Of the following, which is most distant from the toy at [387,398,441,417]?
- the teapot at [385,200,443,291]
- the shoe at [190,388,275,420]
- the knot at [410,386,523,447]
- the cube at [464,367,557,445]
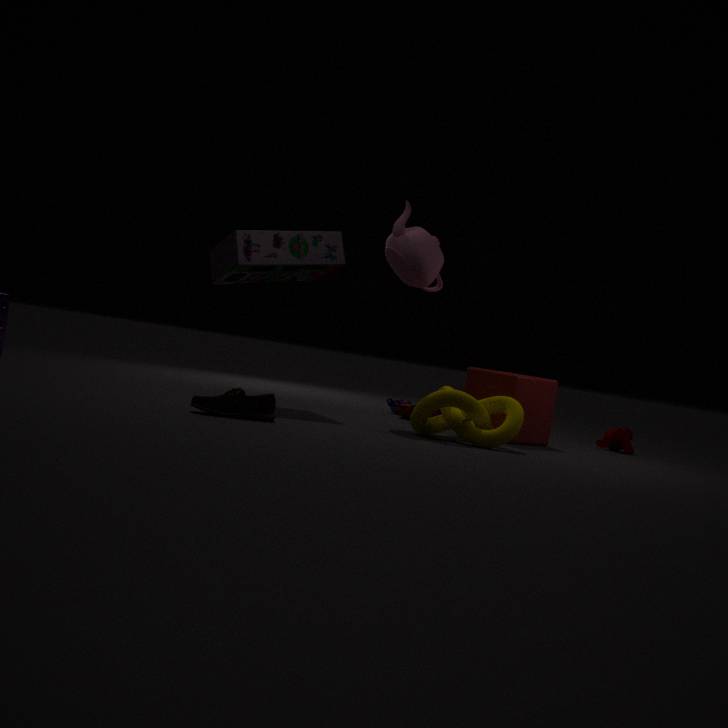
the shoe at [190,388,275,420]
